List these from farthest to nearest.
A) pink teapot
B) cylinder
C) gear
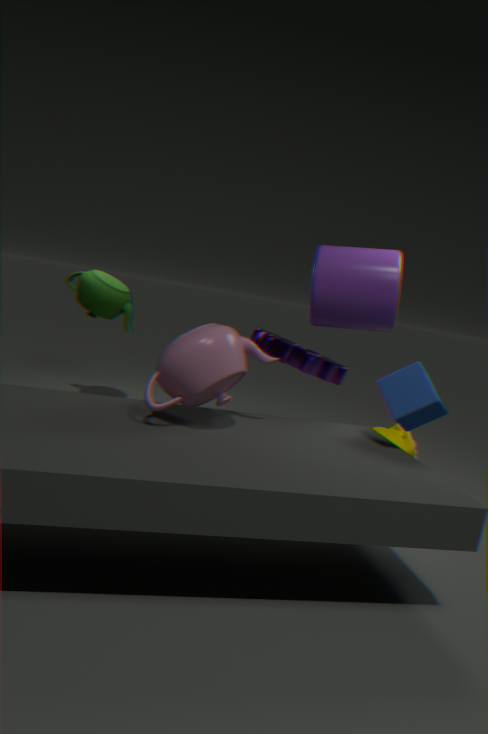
gear
cylinder
pink teapot
